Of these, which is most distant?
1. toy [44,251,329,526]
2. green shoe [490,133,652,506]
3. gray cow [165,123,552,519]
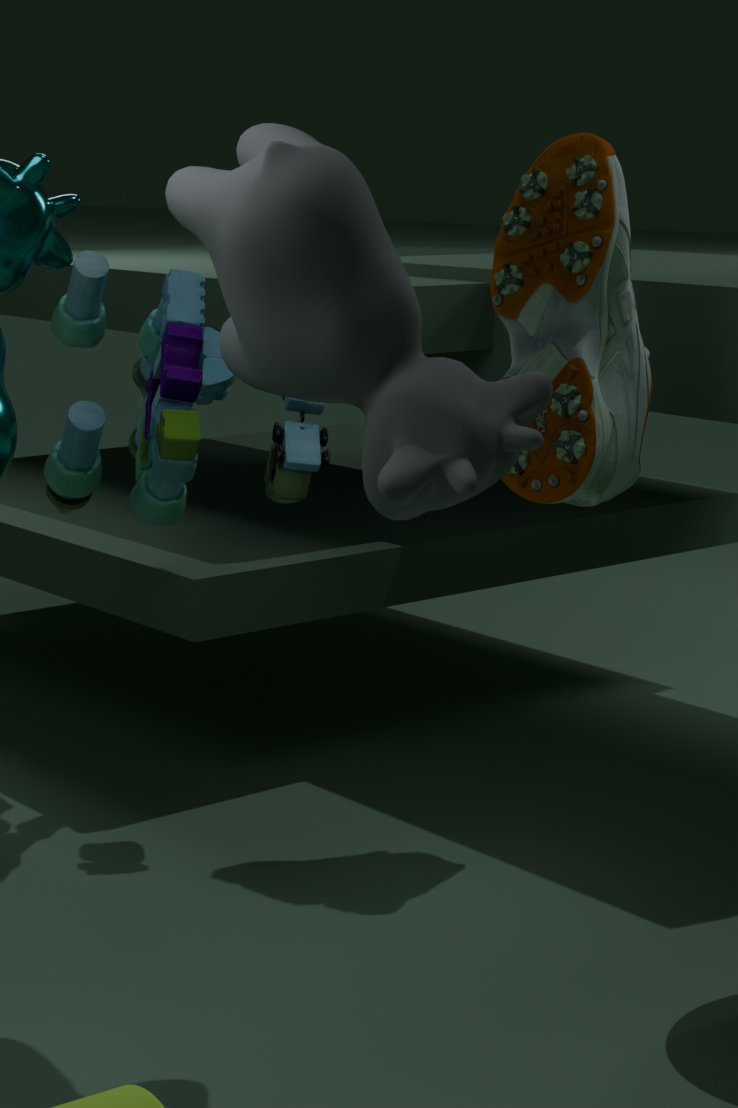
toy [44,251,329,526]
